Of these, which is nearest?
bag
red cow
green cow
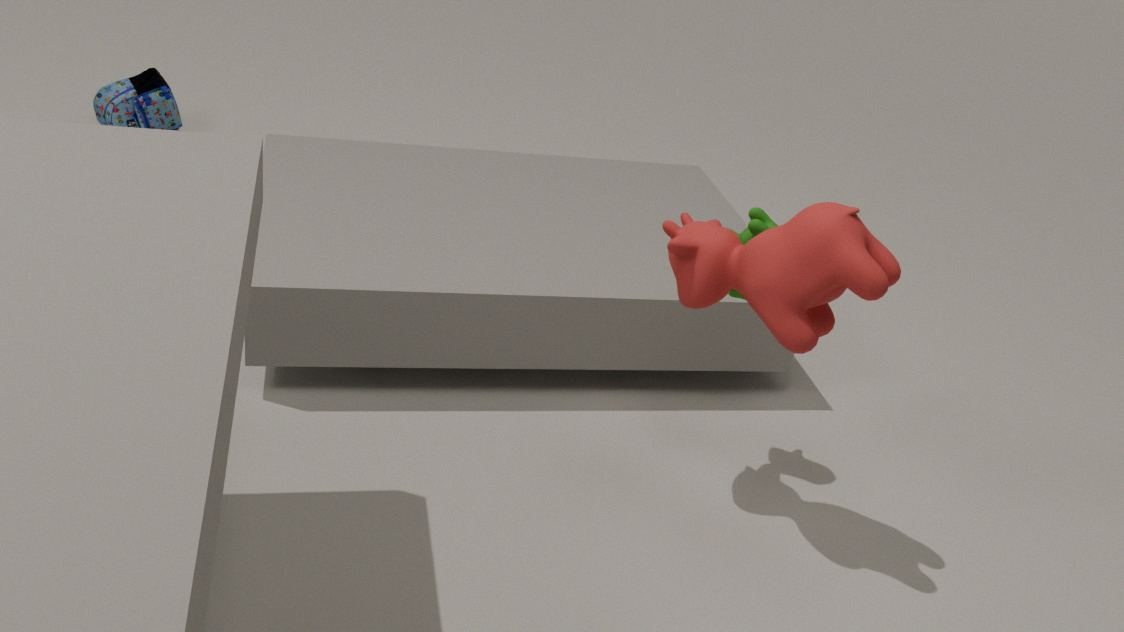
red cow
